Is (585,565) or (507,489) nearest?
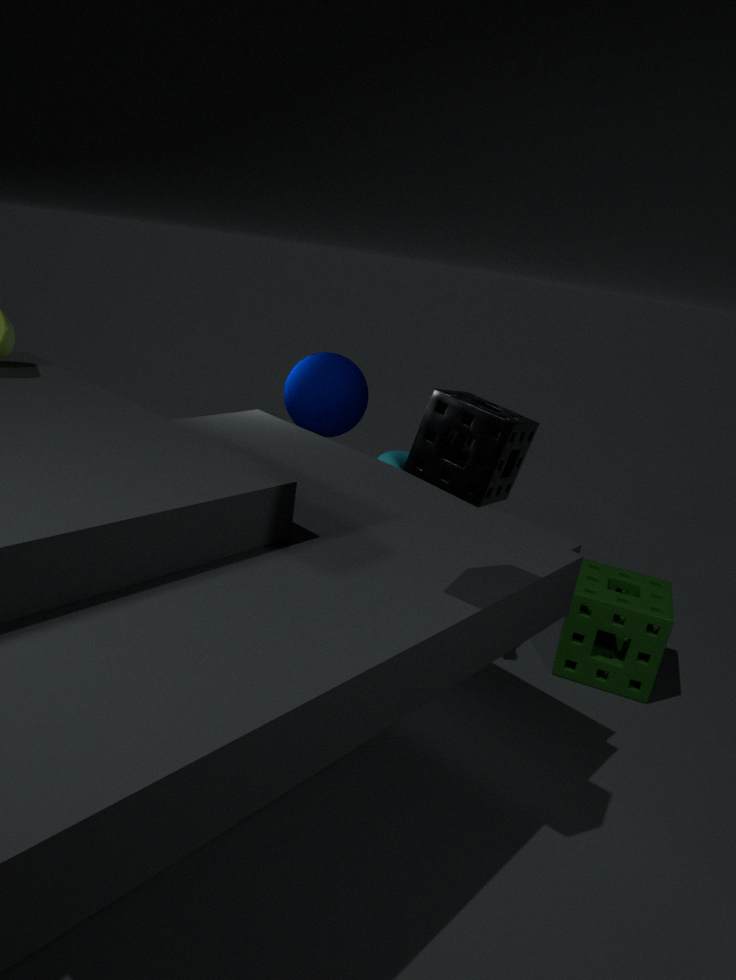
(507,489)
